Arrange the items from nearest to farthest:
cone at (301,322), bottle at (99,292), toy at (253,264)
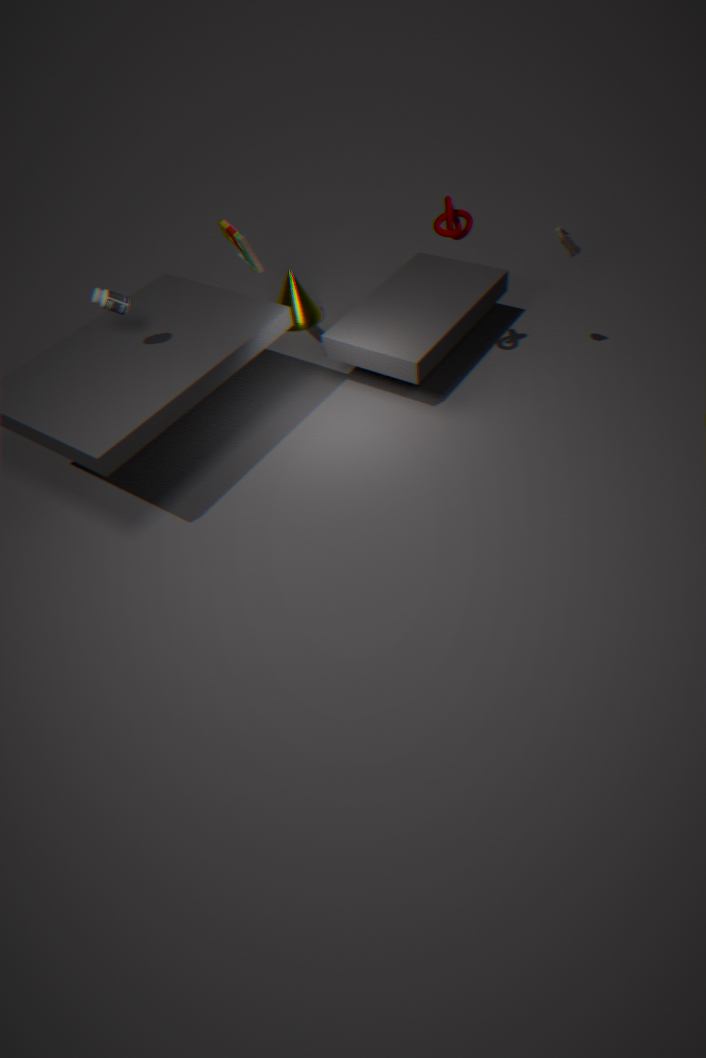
1. bottle at (99,292)
2. toy at (253,264)
3. cone at (301,322)
